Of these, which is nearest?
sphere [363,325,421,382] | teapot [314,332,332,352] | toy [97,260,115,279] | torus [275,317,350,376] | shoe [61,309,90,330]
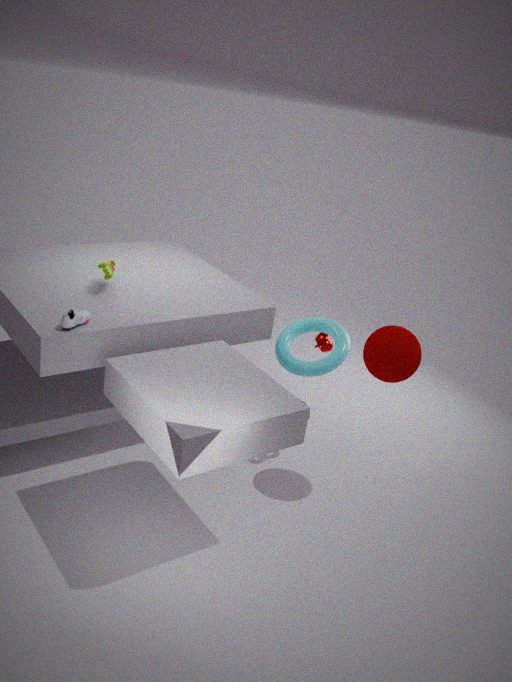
shoe [61,309,90,330]
